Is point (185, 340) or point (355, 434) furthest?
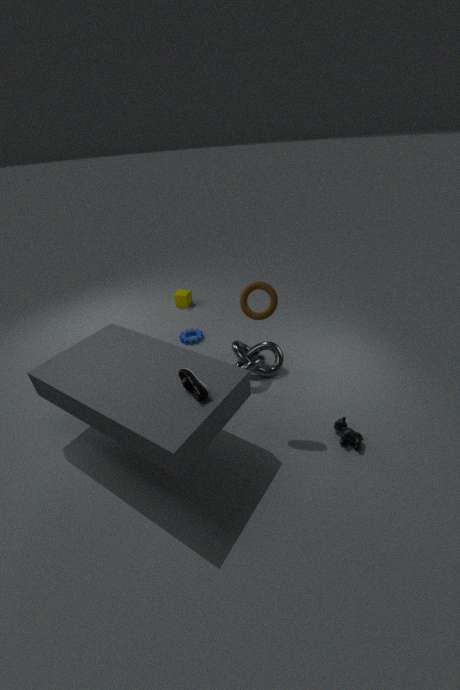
point (185, 340)
